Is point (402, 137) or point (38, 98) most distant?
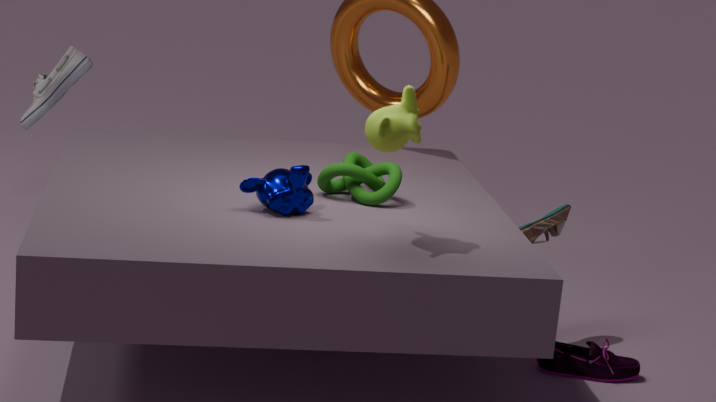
point (38, 98)
